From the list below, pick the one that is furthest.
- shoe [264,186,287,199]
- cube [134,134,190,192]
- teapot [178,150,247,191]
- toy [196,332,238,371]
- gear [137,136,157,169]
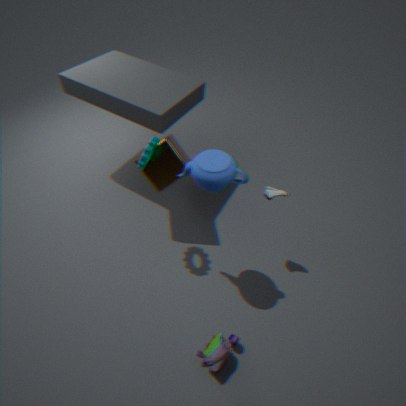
cube [134,134,190,192]
